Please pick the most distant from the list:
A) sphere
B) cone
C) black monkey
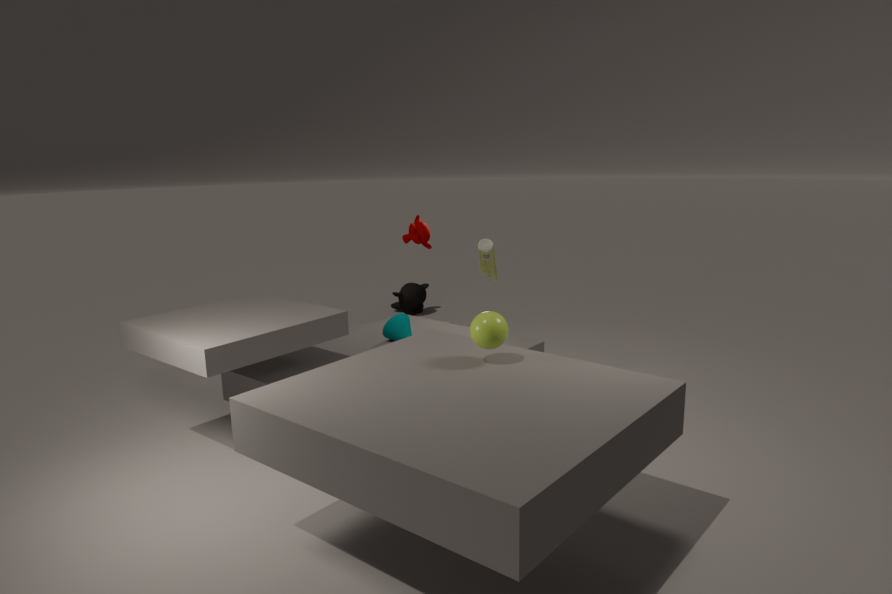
black monkey
